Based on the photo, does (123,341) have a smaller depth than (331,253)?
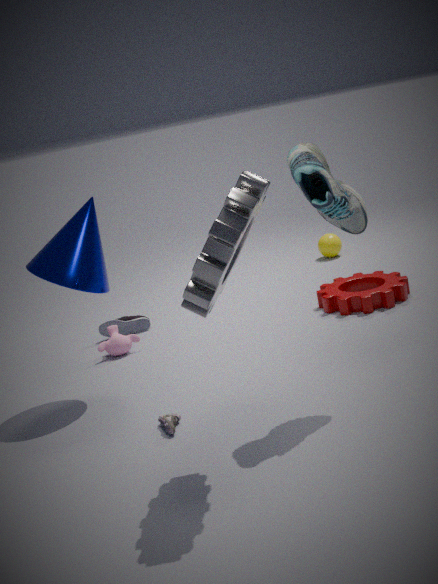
Yes
